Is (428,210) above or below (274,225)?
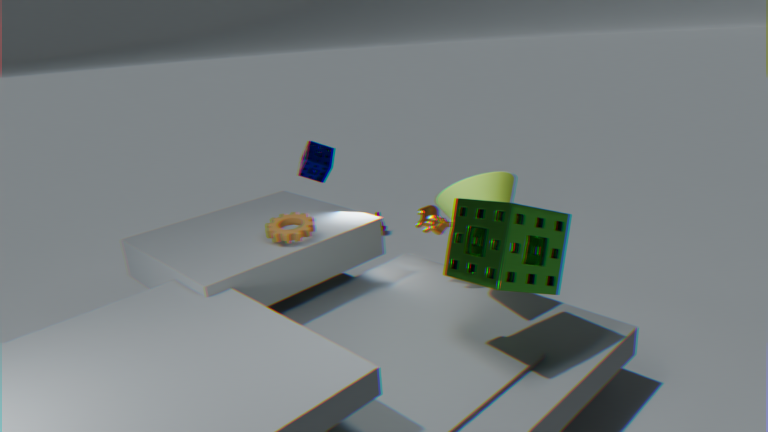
below
